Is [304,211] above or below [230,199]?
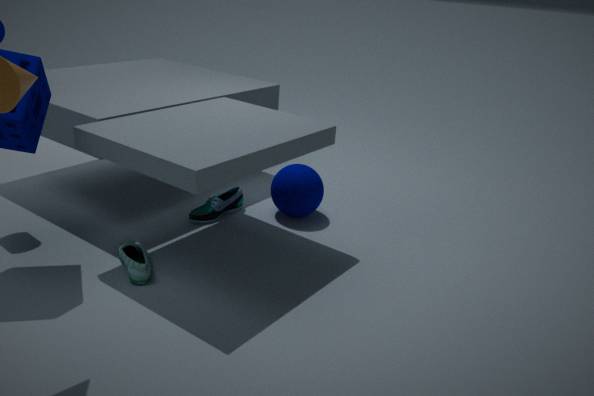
above
